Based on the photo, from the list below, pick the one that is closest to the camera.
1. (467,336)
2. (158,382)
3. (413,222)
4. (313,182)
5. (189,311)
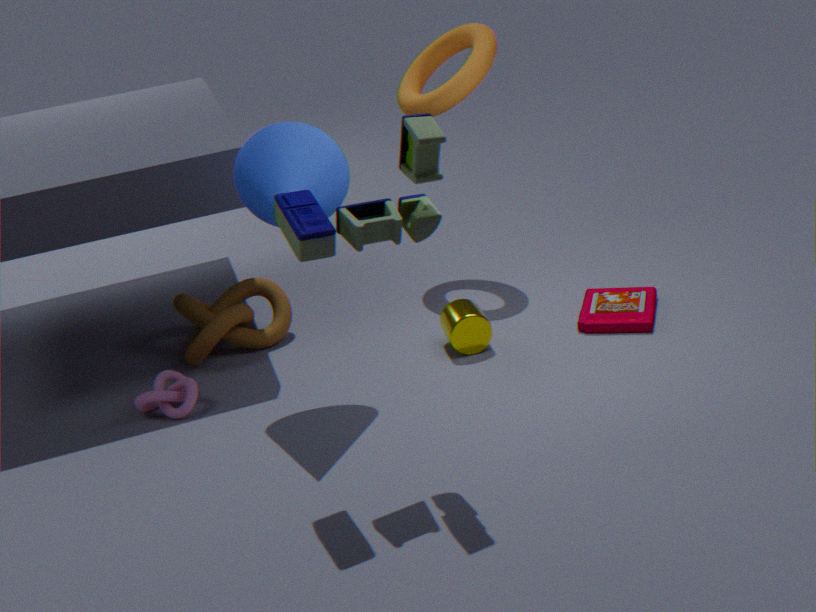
(413,222)
